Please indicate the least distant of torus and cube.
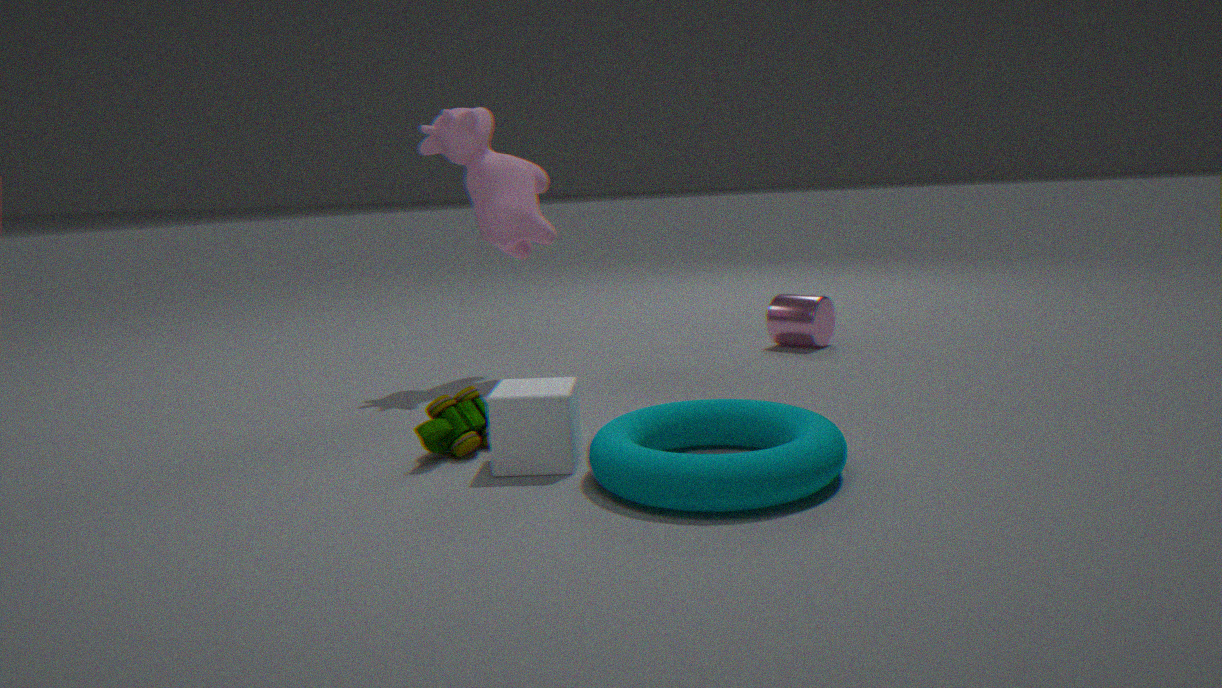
torus
